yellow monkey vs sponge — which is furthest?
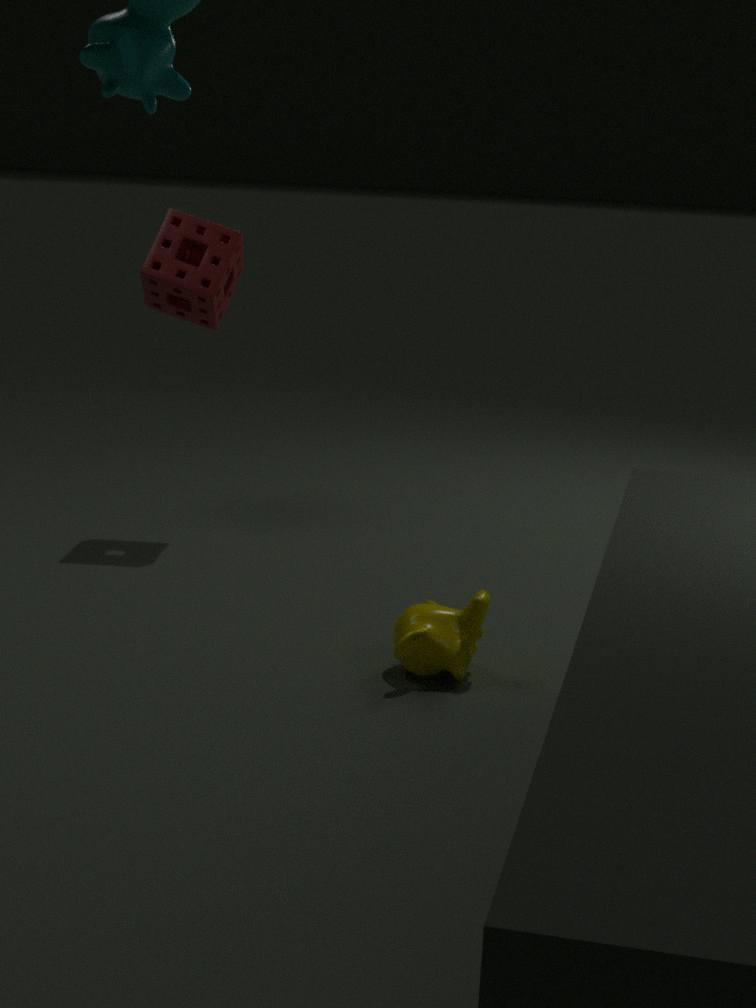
sponge
